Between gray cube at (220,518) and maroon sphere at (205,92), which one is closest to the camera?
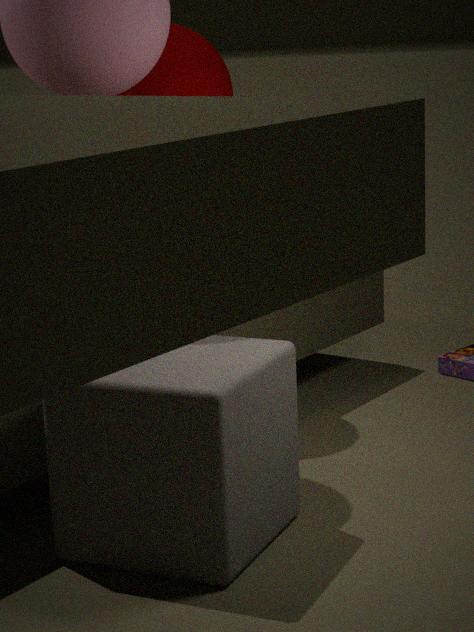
gray cube at (220,518)
